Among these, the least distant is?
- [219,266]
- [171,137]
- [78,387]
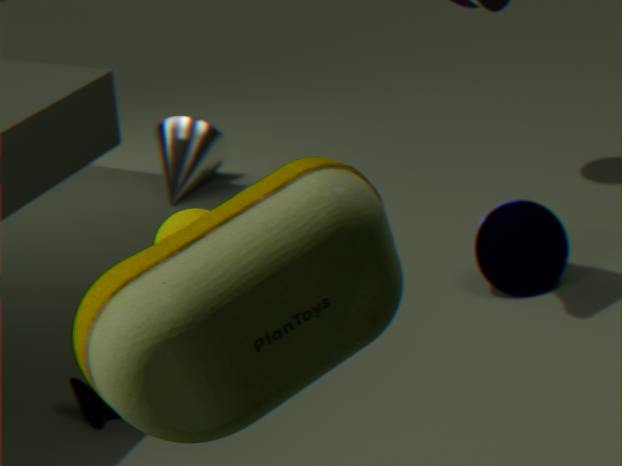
[219,266]
